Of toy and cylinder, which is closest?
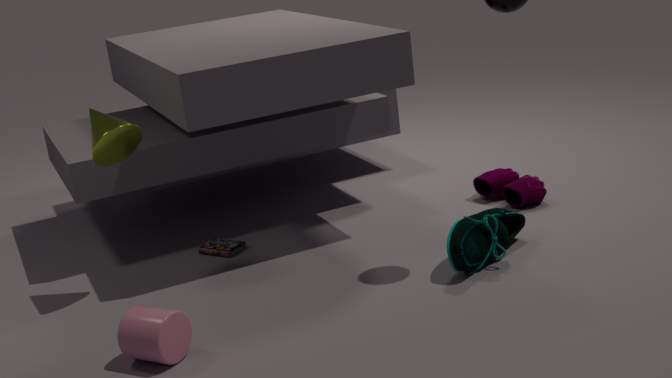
cylinder
